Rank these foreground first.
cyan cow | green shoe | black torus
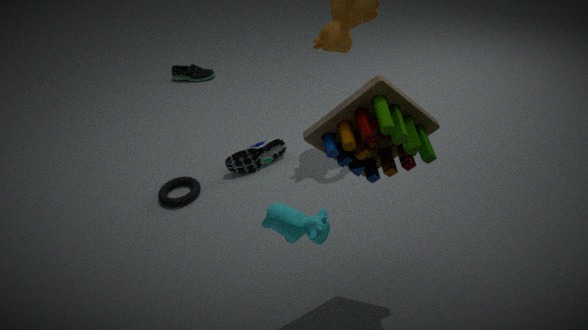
cyan cow
black torus
green shoe
